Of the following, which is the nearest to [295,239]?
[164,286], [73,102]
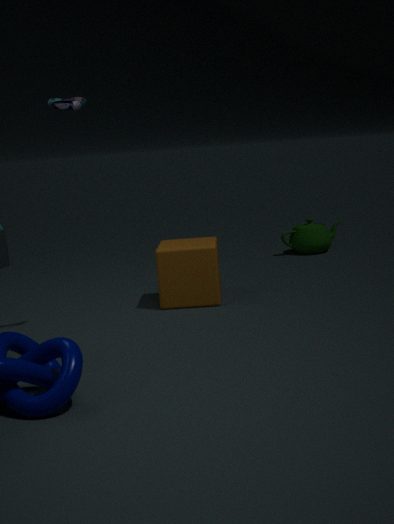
[164,286]
